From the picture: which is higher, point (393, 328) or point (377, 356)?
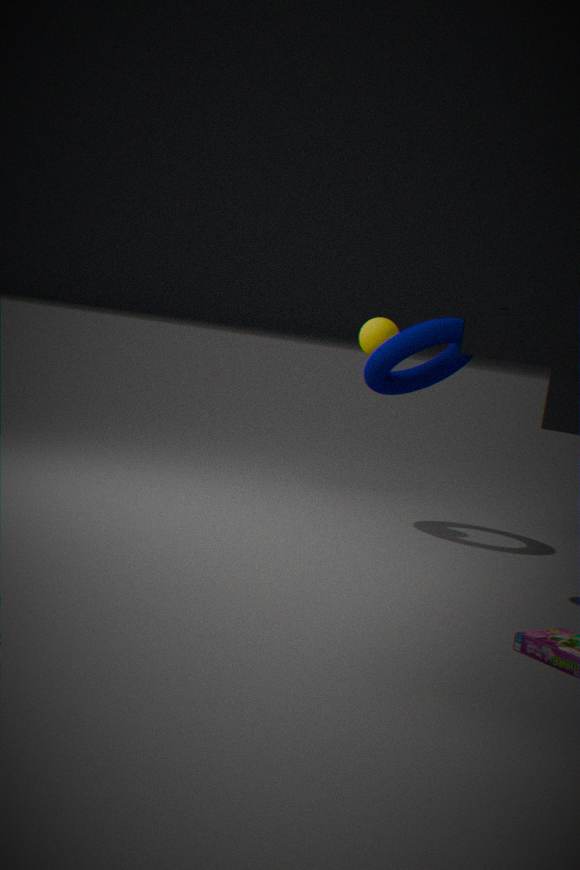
point (393, 328)
